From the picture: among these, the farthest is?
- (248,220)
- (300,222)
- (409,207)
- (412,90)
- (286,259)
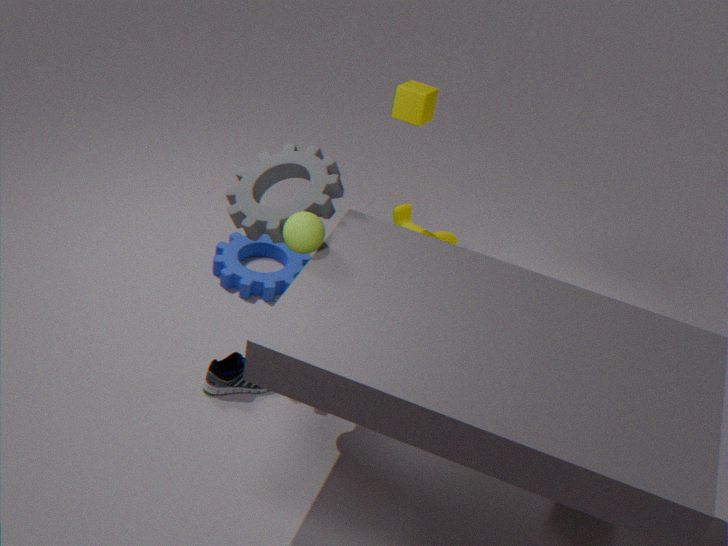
(409,207)
